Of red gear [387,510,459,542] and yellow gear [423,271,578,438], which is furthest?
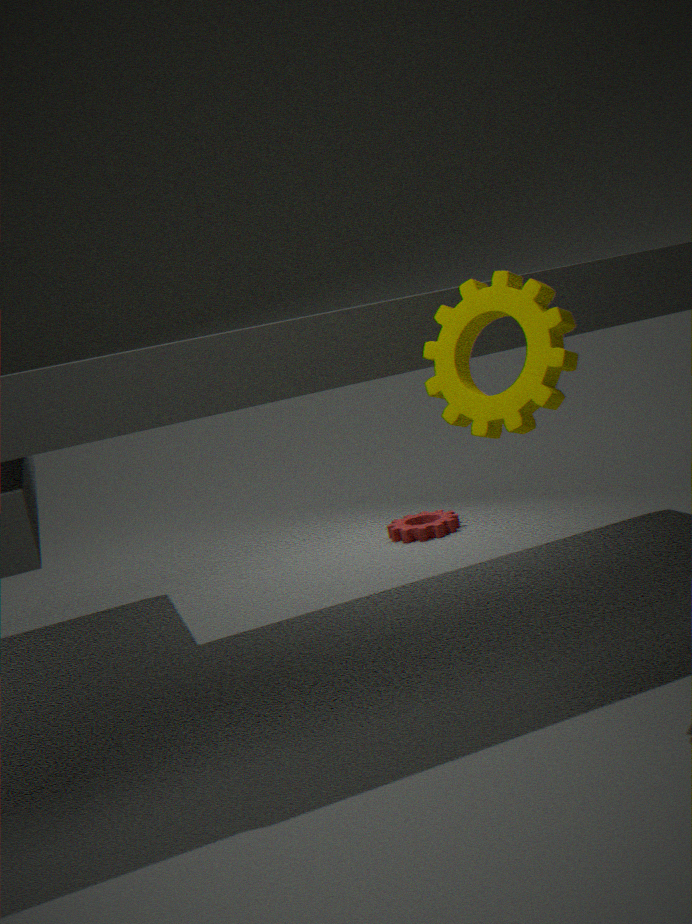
red gear [387,510,459,542]
